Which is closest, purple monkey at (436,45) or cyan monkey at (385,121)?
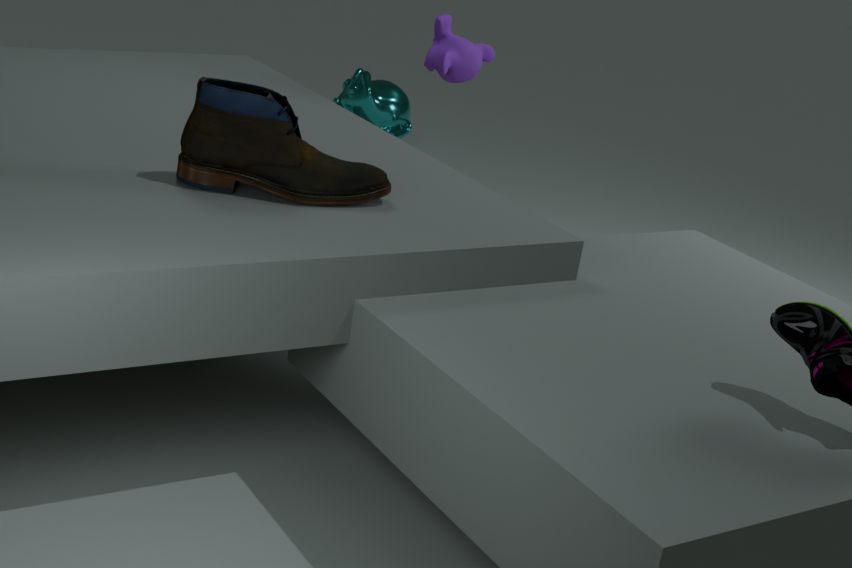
purple monkey at (436,45)
